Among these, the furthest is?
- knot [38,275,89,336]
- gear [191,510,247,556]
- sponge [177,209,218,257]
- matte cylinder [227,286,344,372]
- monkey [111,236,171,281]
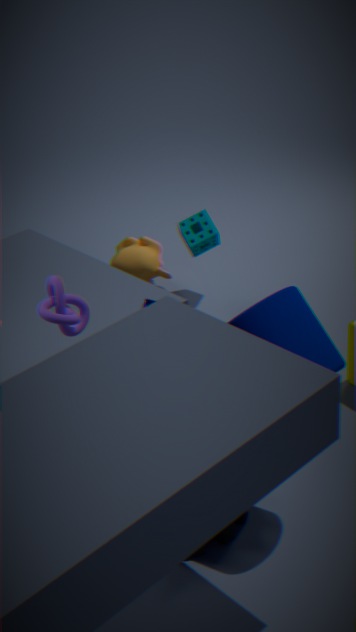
monkey [111,236,171,281]
